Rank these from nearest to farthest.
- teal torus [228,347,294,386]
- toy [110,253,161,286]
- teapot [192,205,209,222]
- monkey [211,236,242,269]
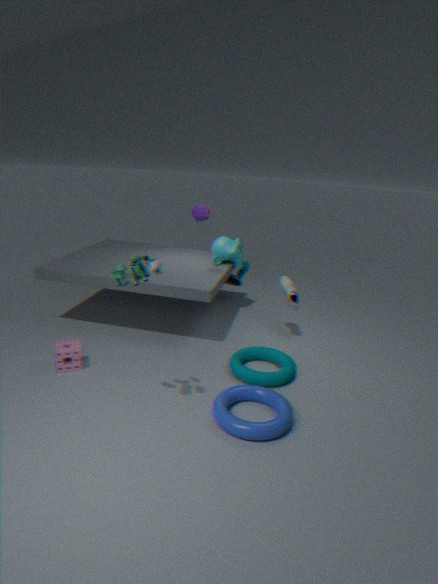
toy [110,253,161,286], teal torus [228,347,294,386], teapot [192,205,209,222], monkey [211,236,242,269]
